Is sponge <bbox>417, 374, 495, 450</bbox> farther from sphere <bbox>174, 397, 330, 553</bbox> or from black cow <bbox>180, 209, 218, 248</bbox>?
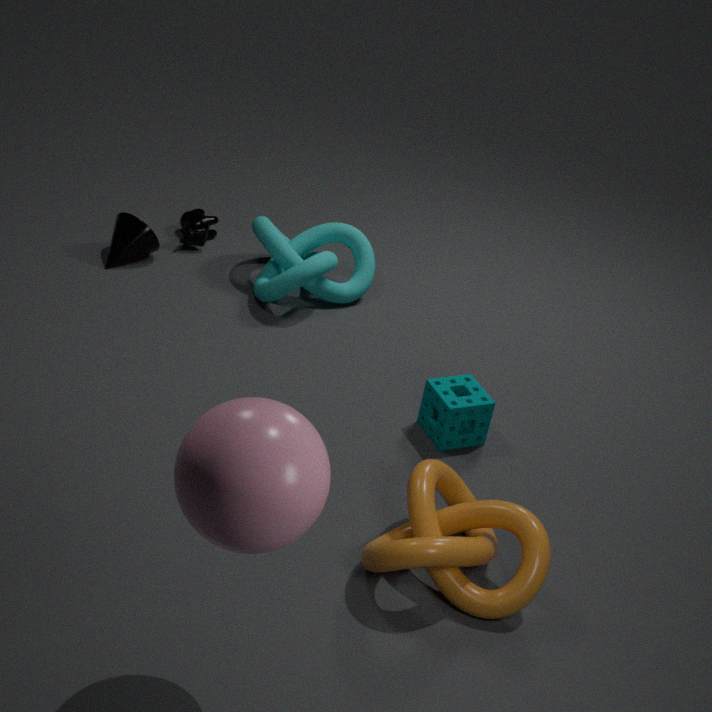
black cow <bbox>180, 209, 218, 248</bbox>
